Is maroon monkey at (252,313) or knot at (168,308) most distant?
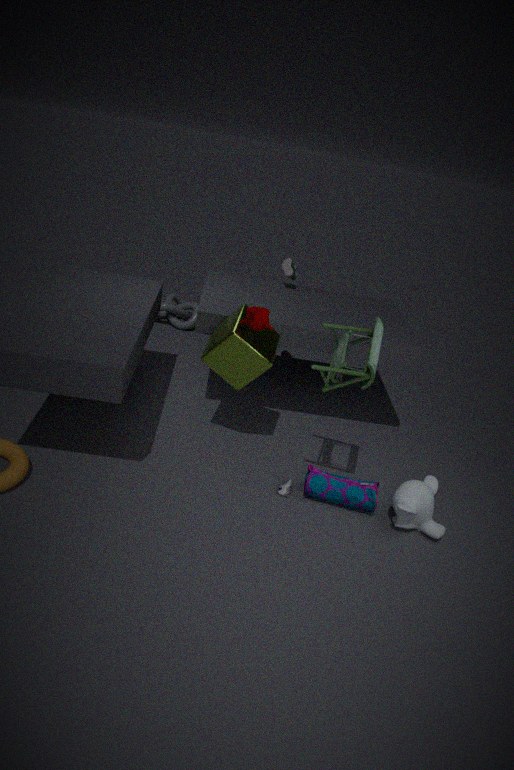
knot at (168,308)
